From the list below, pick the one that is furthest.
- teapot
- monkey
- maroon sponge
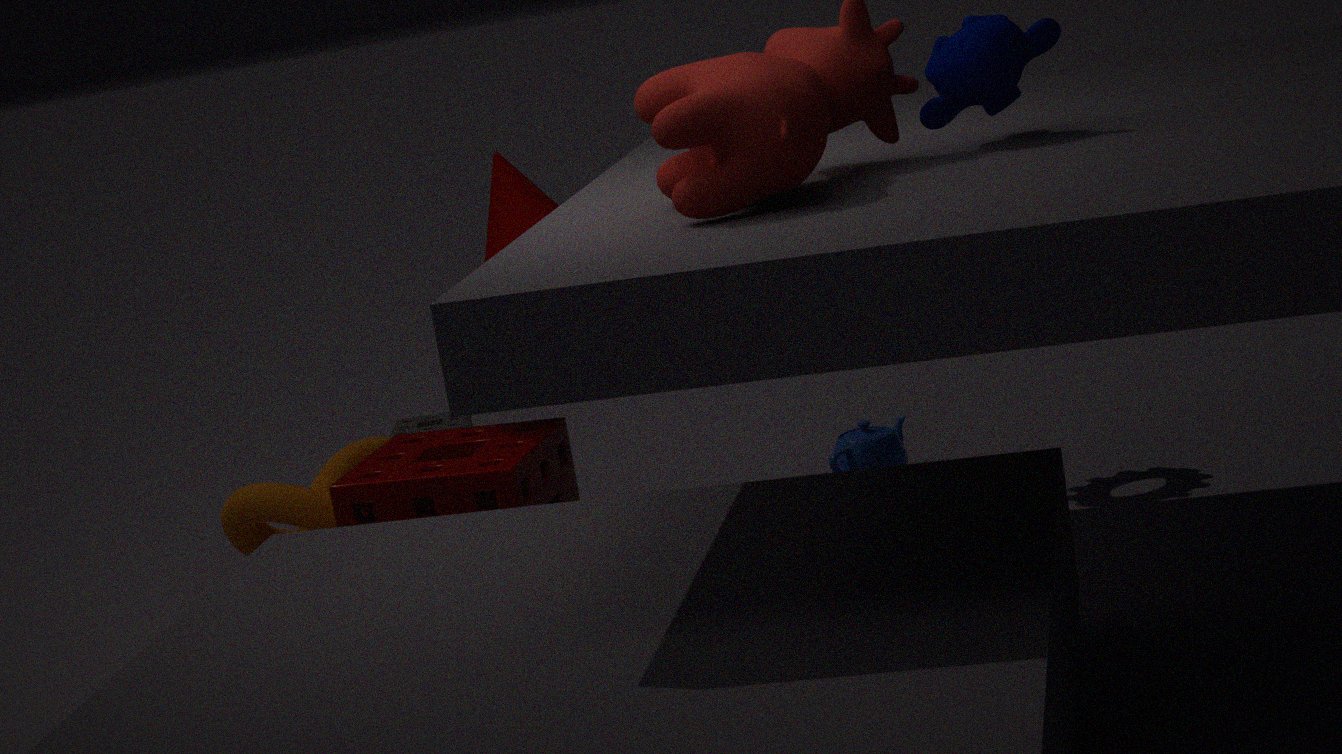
teapot
